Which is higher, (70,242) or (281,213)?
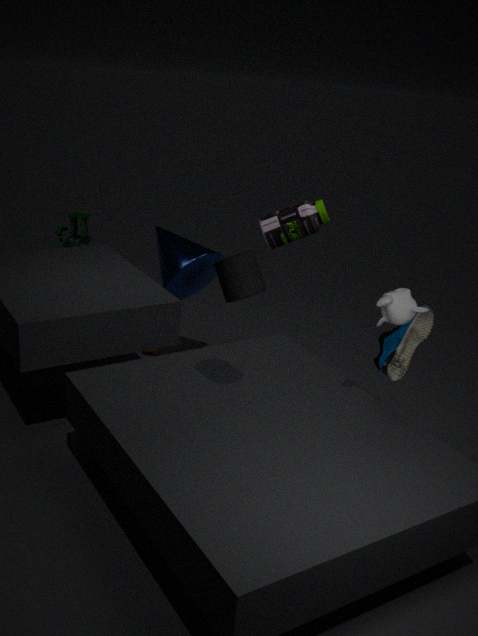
(281,213)
